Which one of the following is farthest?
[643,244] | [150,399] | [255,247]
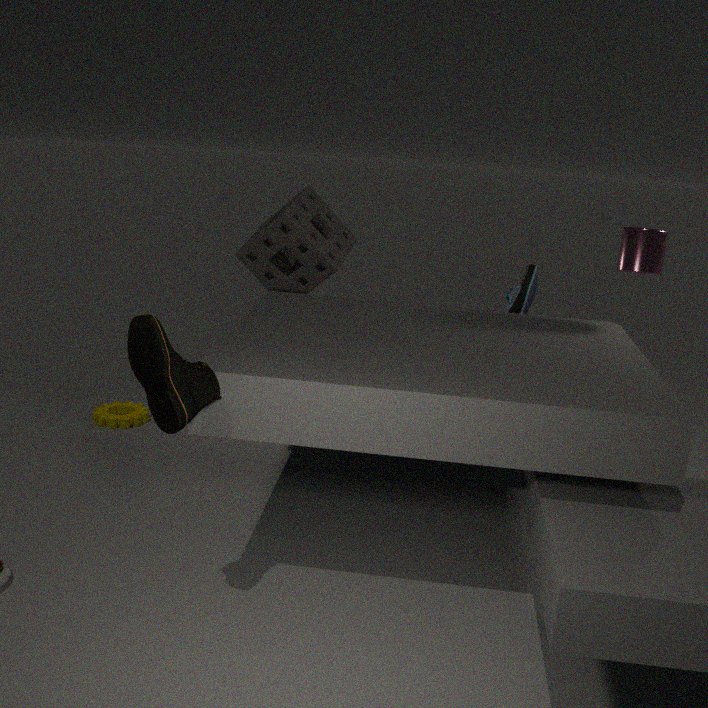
[255,247]
